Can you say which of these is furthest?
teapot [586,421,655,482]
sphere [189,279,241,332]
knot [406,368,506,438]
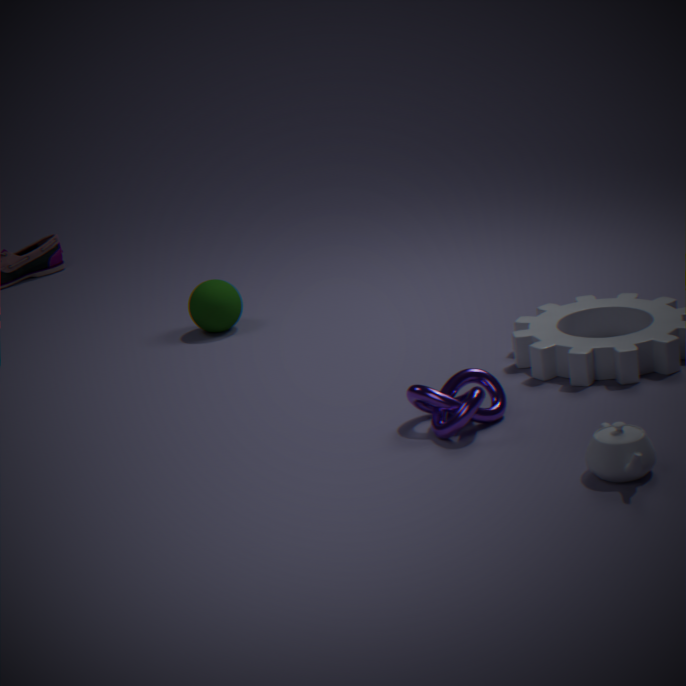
sphere [189,279,241,332]
